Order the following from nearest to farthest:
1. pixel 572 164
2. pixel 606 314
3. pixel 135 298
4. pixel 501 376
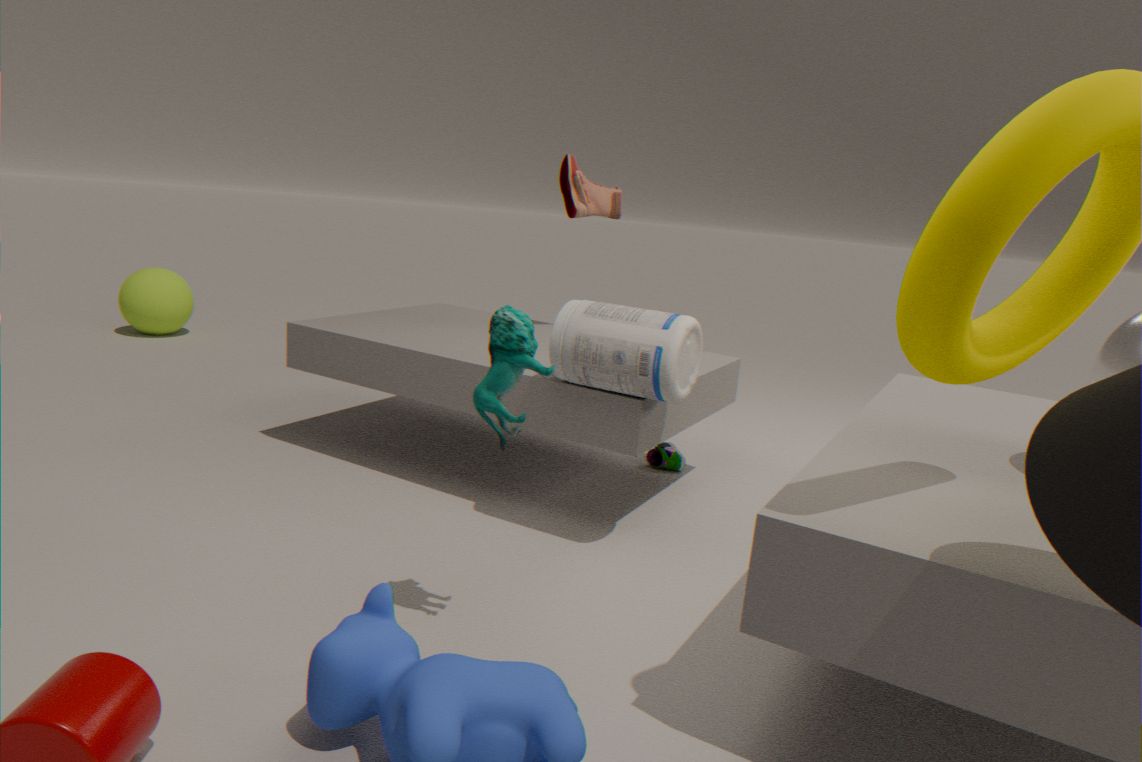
1. pixel 501 376
2. pixel 606 314
3. pixel 572 164
4. pixel 135 298
